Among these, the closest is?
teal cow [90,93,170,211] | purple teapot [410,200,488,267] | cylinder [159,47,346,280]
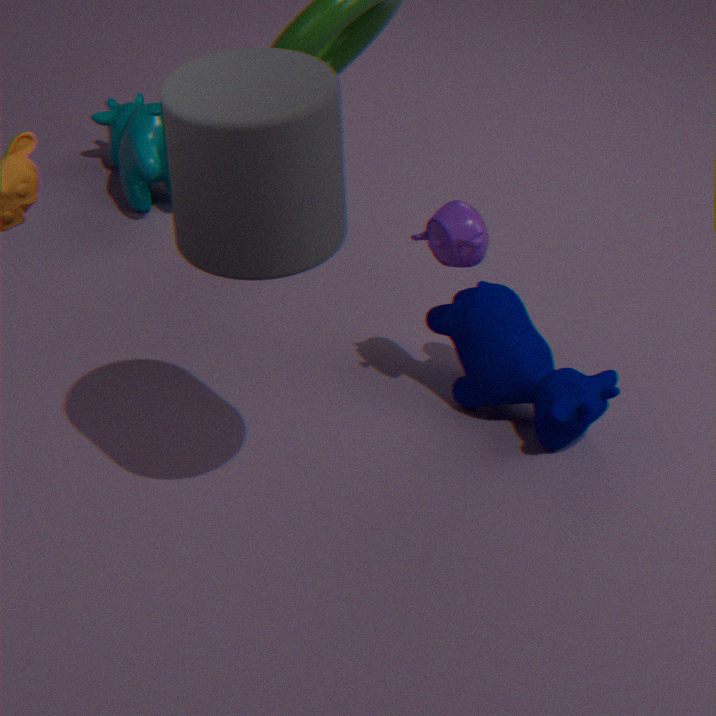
cylinder [159,47,346,280]
